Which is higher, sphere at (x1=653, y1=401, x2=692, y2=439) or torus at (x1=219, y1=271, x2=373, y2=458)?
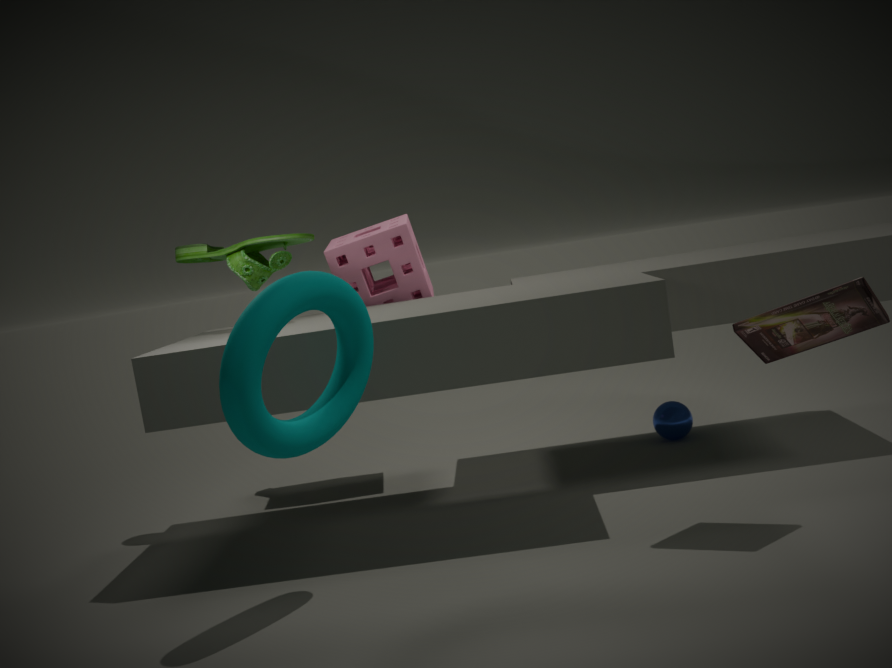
torus at (x1=219, y1=271, x2=373, y2=458)
